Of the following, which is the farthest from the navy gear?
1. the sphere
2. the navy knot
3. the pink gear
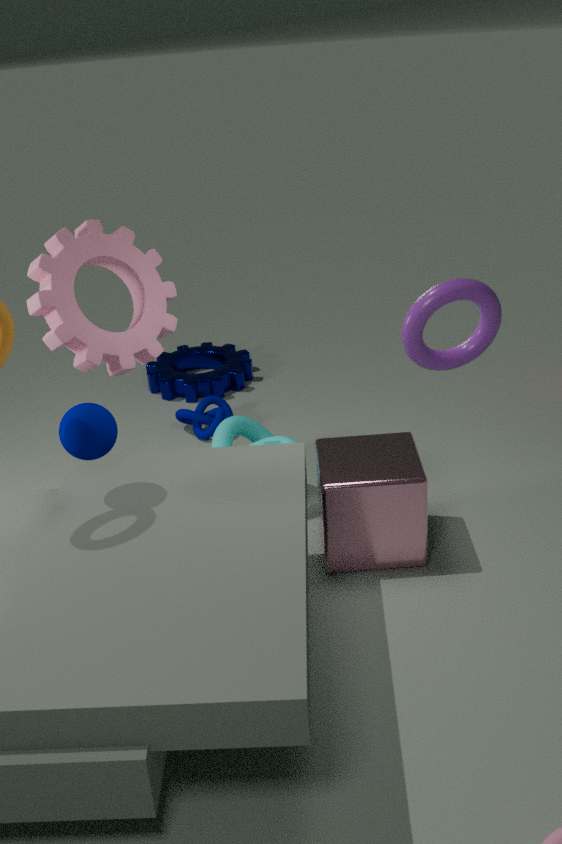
the sphere
